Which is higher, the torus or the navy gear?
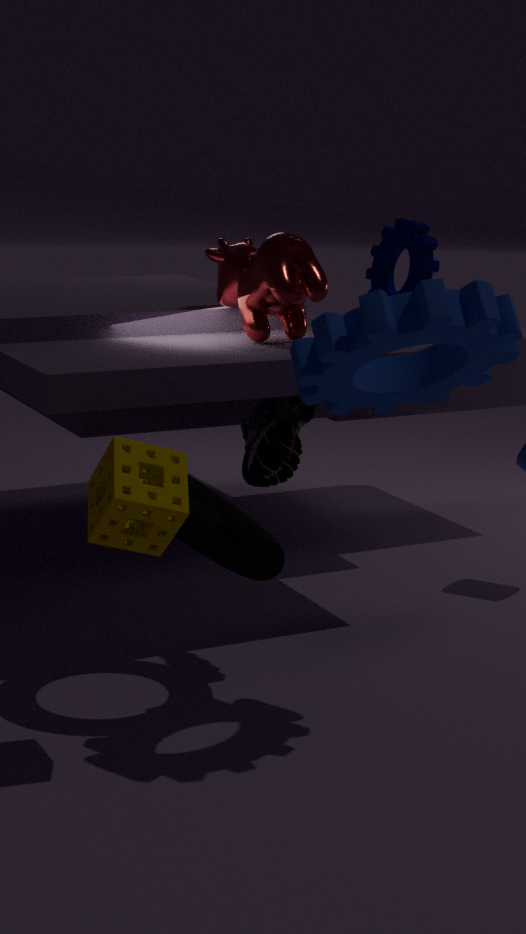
the navy gear
